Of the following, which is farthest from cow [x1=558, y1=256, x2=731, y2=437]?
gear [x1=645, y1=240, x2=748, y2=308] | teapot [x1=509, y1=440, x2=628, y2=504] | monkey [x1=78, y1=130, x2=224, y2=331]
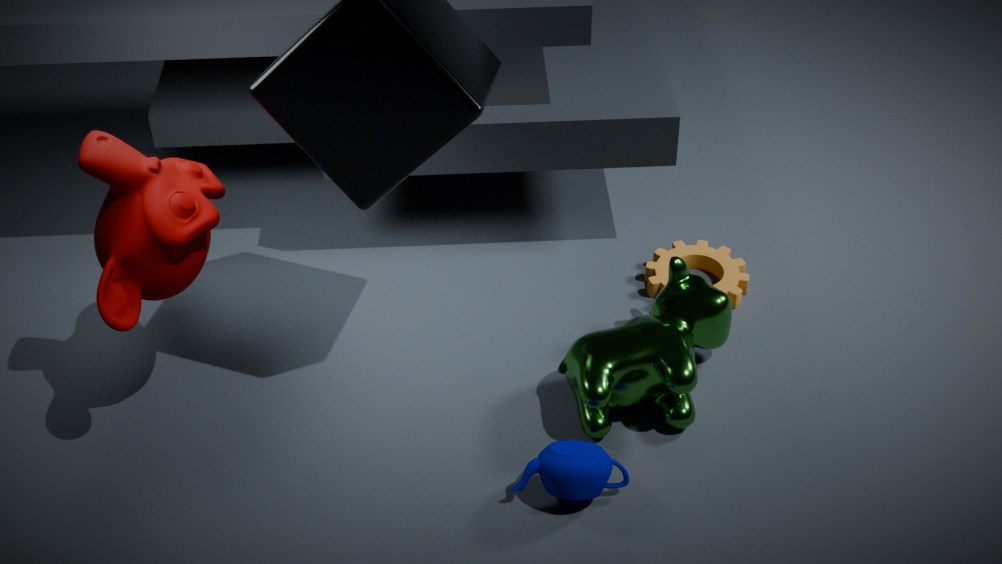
monkey [x1=78, y1=130, x2=224, y2=331]
